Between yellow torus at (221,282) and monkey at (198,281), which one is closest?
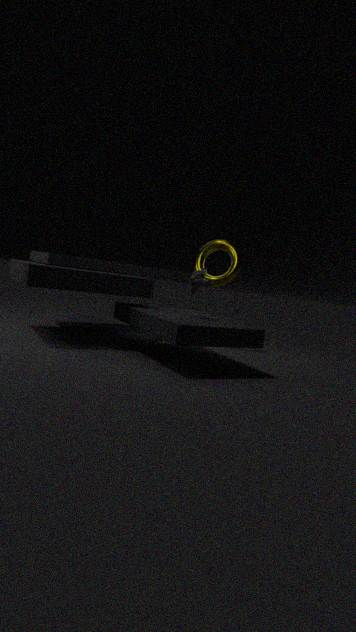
monkey at (198,281)
